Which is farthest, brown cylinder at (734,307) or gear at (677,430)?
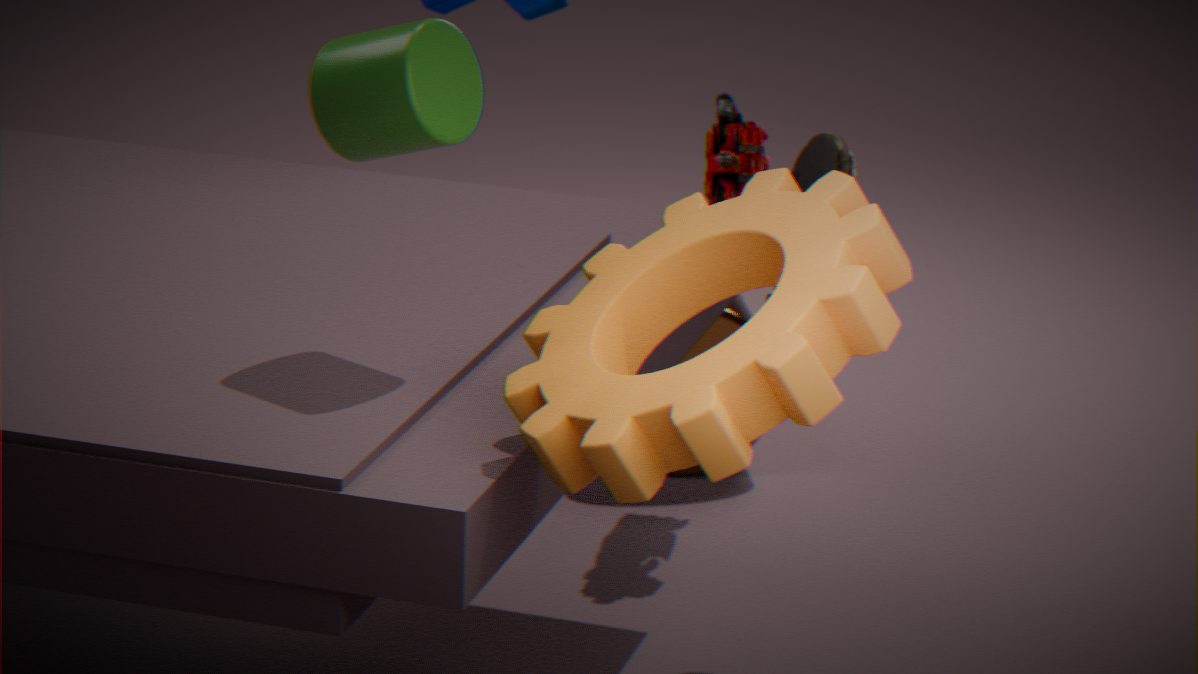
brown cylinder at (734,307)
